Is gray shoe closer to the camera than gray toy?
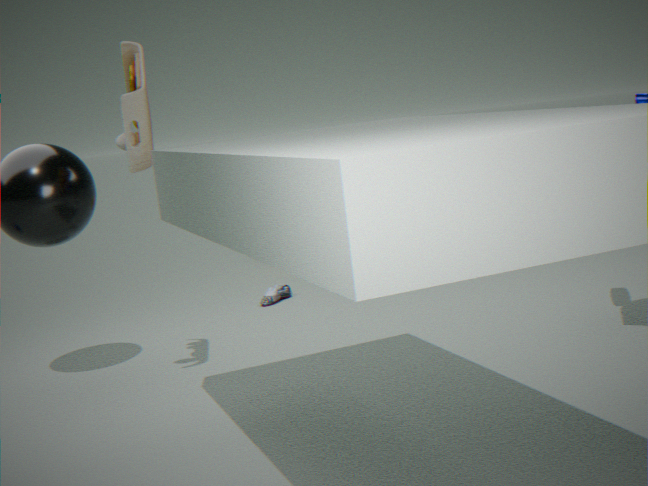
No
